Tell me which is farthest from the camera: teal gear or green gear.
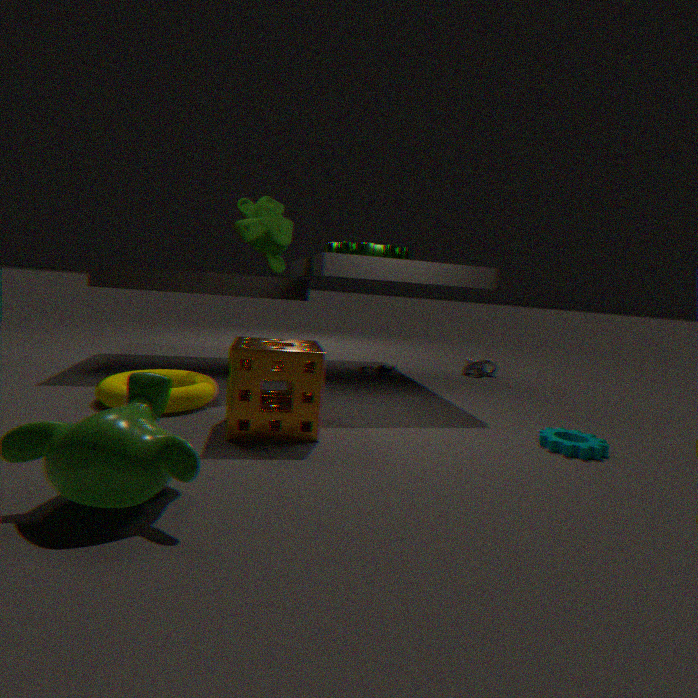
green gear
